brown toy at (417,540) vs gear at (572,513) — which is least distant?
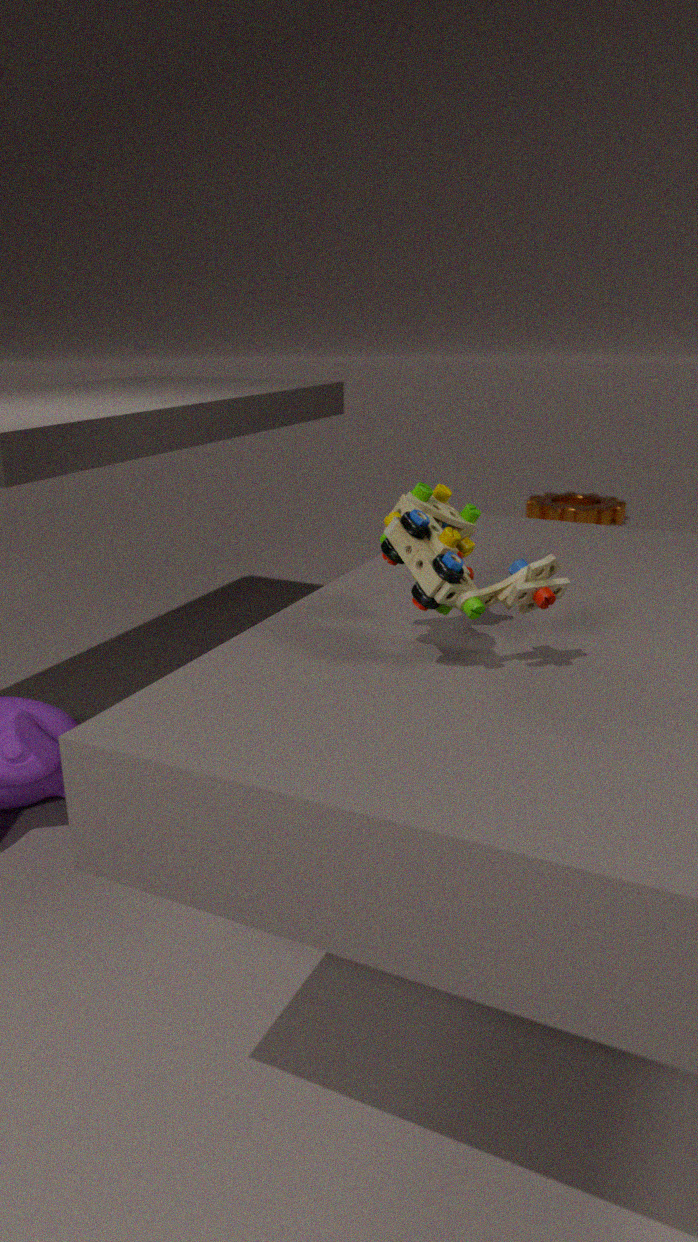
brown toy at (417,540)
